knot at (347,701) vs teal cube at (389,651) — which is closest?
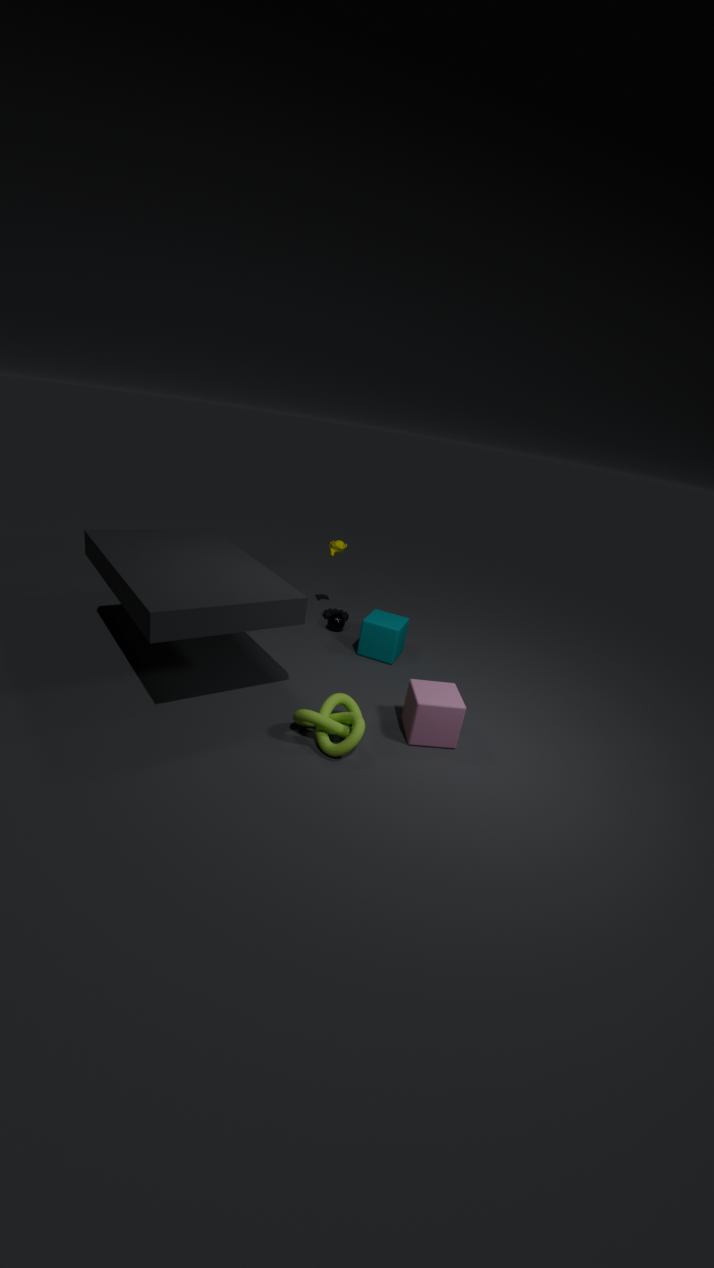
knot at (347,701)
